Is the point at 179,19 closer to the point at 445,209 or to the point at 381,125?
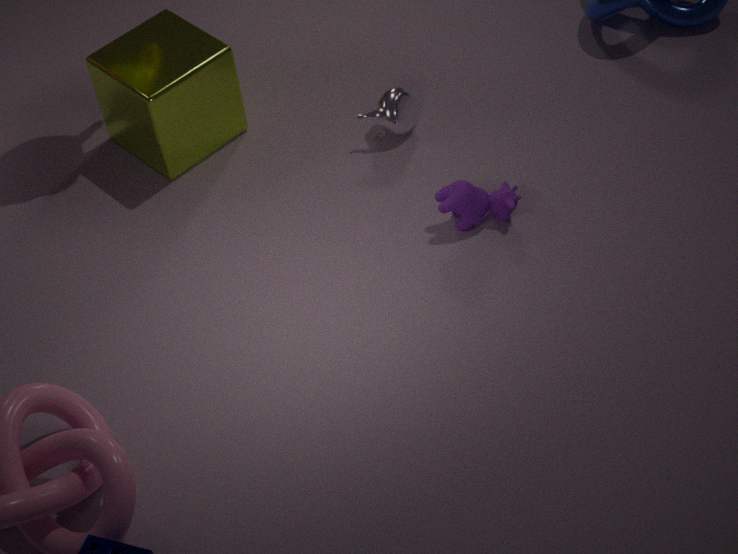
the point at 381,125
